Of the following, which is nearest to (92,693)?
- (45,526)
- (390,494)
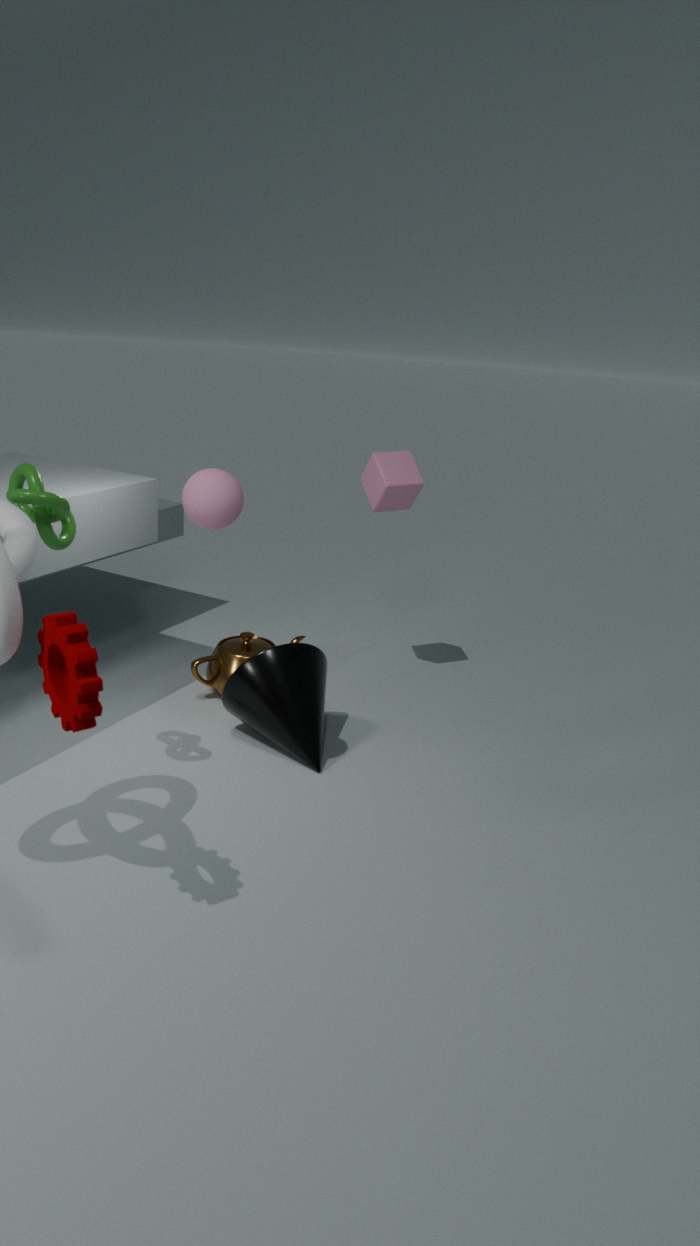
(45,526)
